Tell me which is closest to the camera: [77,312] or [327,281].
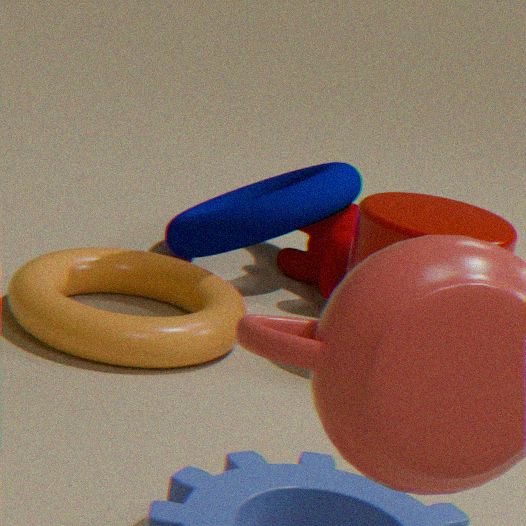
[77,312]
